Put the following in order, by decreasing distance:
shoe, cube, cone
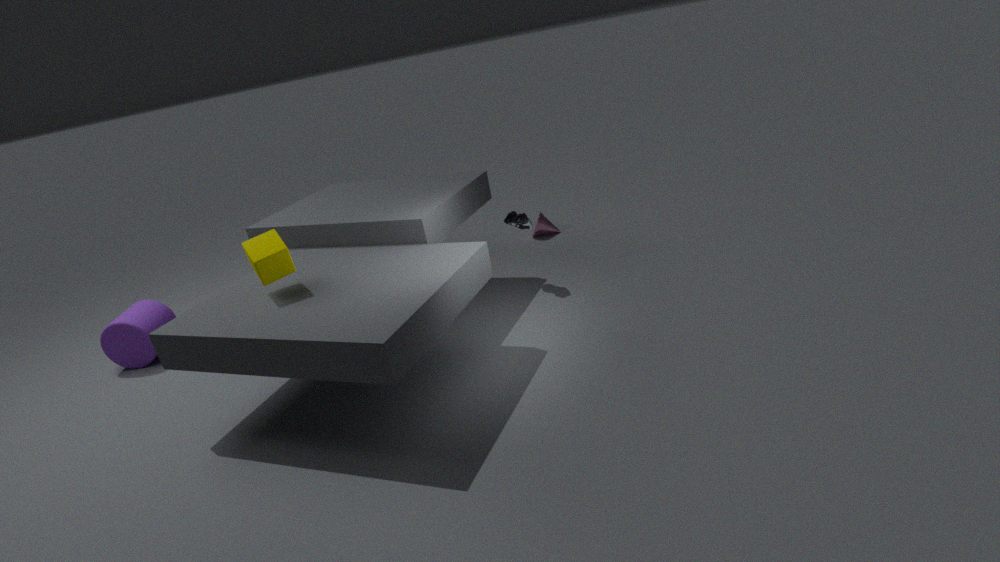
cone, shoe, cube
